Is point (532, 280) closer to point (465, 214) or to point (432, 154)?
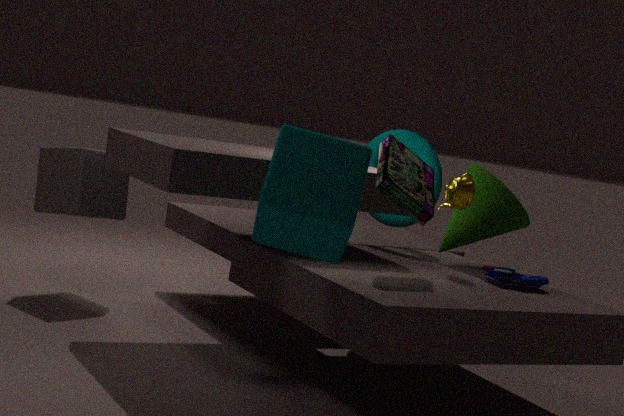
point (465, 214)
